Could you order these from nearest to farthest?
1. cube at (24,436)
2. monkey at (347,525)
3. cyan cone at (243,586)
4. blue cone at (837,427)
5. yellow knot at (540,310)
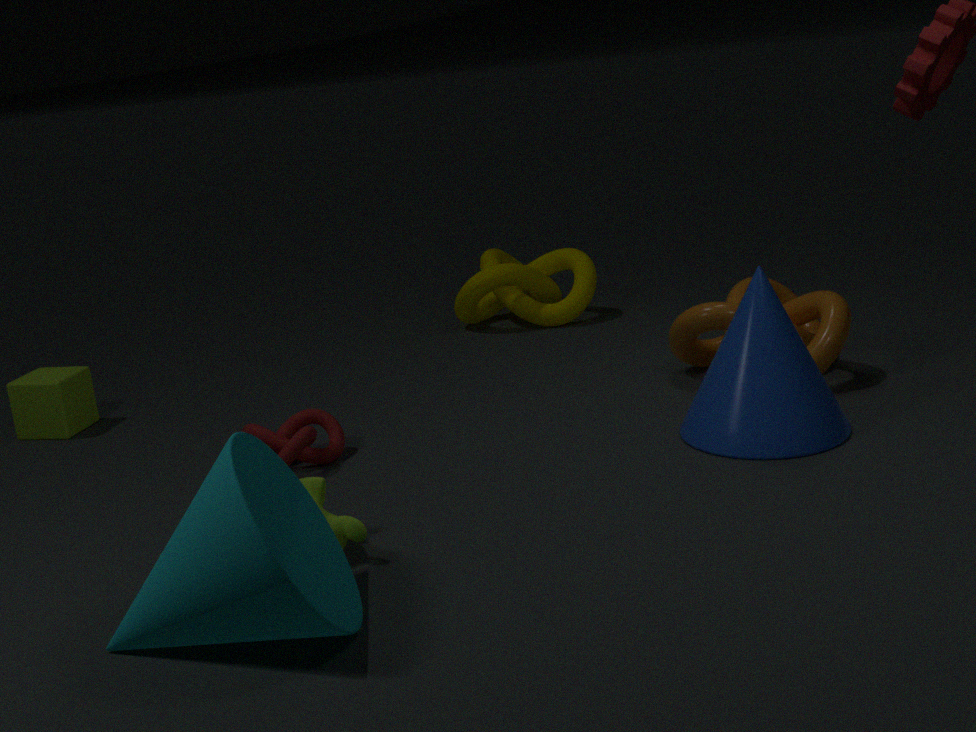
cyan cone at (243,586)
monkey at (347,525)
blue cone at (837,427)
cube at (24,436)
yellow knot at (540,310)
